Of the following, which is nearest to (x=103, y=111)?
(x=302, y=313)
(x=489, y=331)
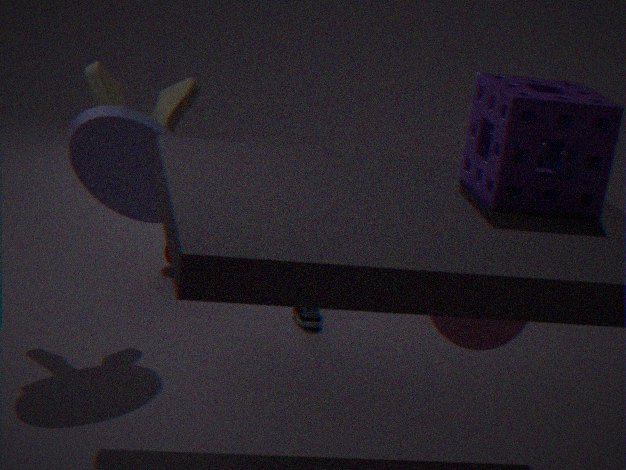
(x=302, y=313)
